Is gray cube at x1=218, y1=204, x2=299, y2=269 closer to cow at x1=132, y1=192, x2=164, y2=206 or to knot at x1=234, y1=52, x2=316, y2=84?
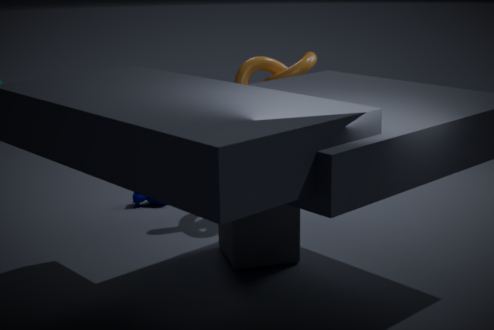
knot at x1=234, y1=52, x2=316, y2=84
